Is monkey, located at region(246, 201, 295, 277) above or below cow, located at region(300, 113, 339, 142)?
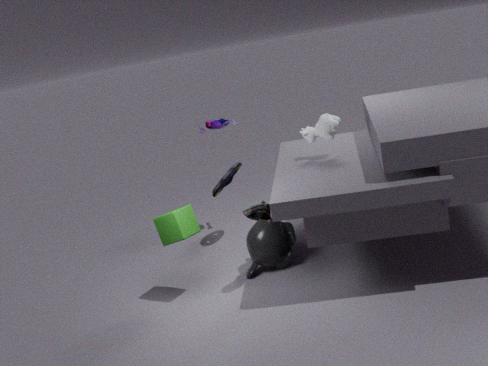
below
